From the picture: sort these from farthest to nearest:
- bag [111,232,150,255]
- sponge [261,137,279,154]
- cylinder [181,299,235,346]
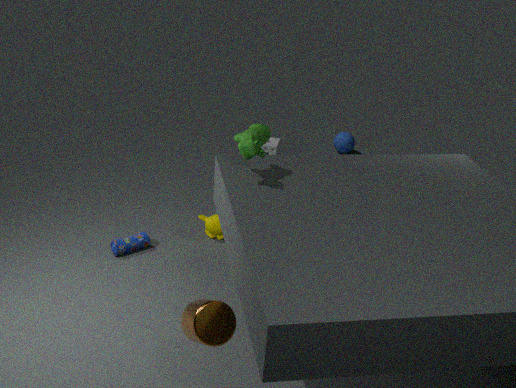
sponge [261,137,279,154] < bag [111,232,150,255] < cylinder [181,299,235,346]
